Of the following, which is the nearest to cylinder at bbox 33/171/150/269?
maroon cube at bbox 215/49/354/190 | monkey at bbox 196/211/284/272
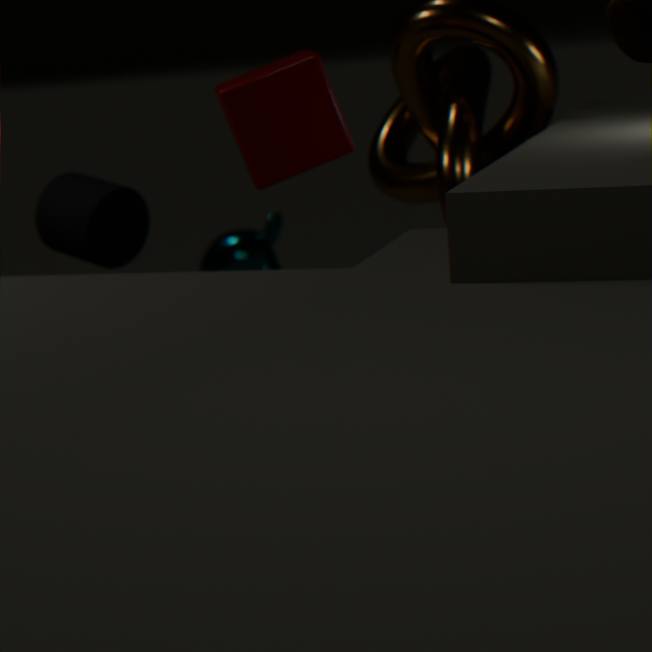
maroon cube at bbox 215/49/354/190
